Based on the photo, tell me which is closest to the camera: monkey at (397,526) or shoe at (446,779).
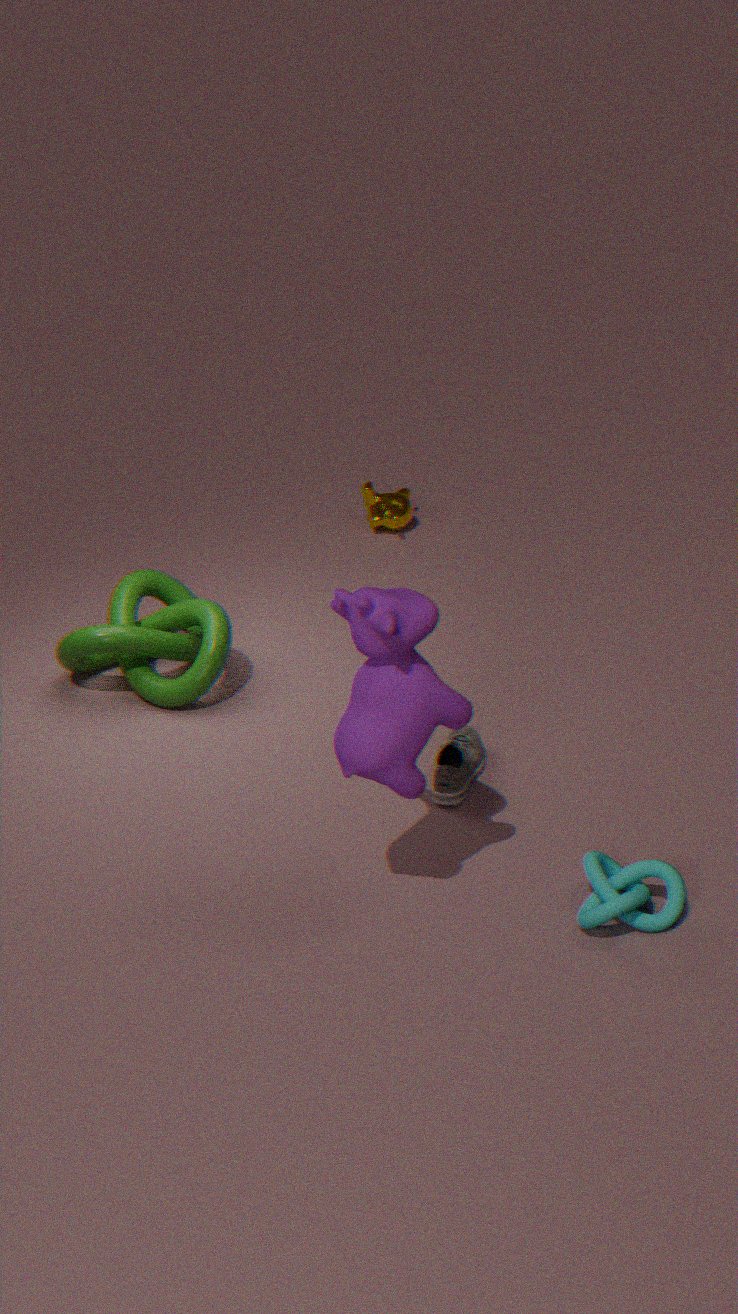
shoe at (446,779)
